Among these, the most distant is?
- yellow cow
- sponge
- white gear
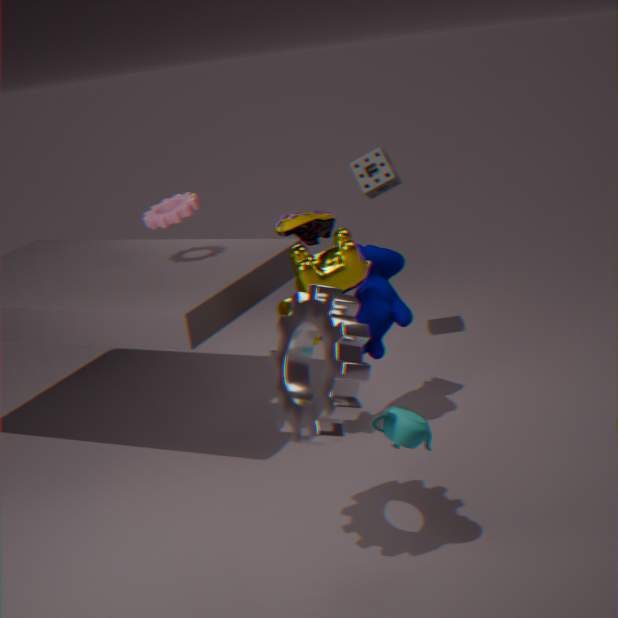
sponge
